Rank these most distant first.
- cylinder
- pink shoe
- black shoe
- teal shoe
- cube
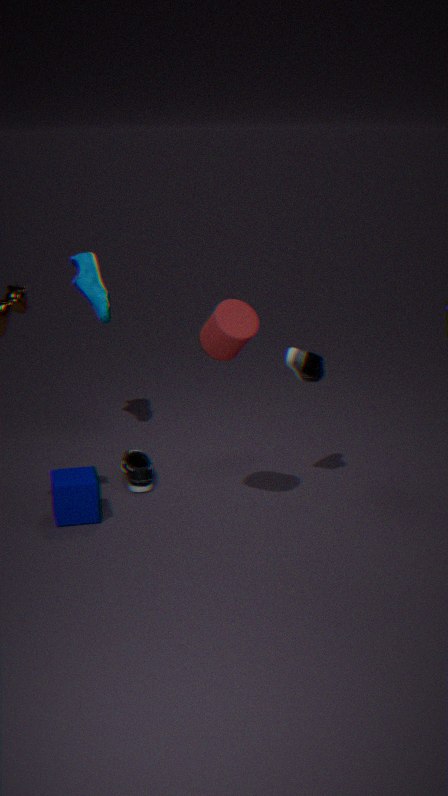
teal shoe → black shoe → pink shoe → cube → cylinder
